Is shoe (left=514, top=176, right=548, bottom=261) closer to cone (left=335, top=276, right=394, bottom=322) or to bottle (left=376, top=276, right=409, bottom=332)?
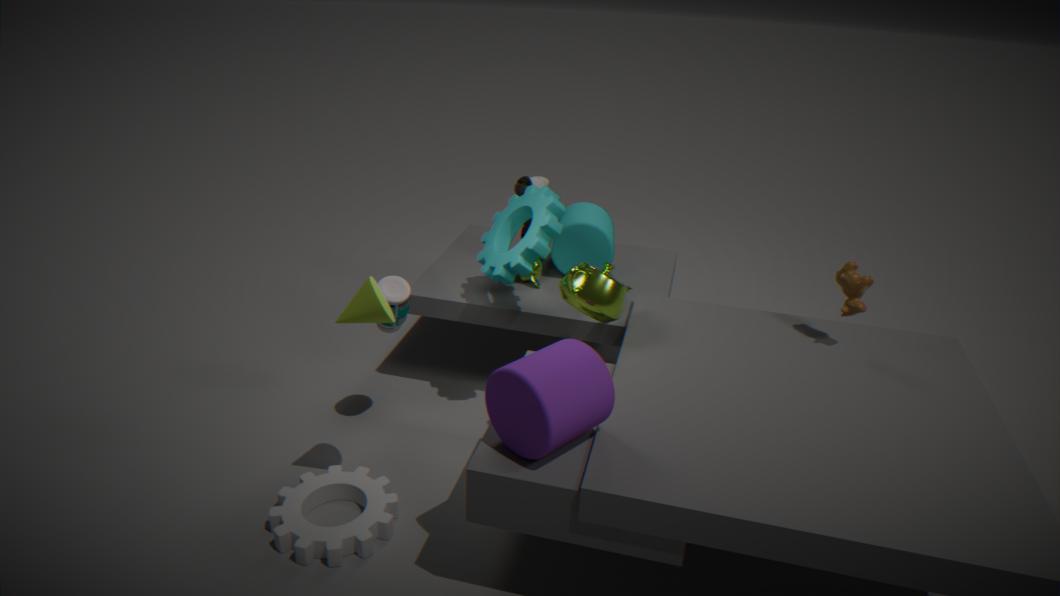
bottle (left=376, top=276, right=409, bottom=332)
